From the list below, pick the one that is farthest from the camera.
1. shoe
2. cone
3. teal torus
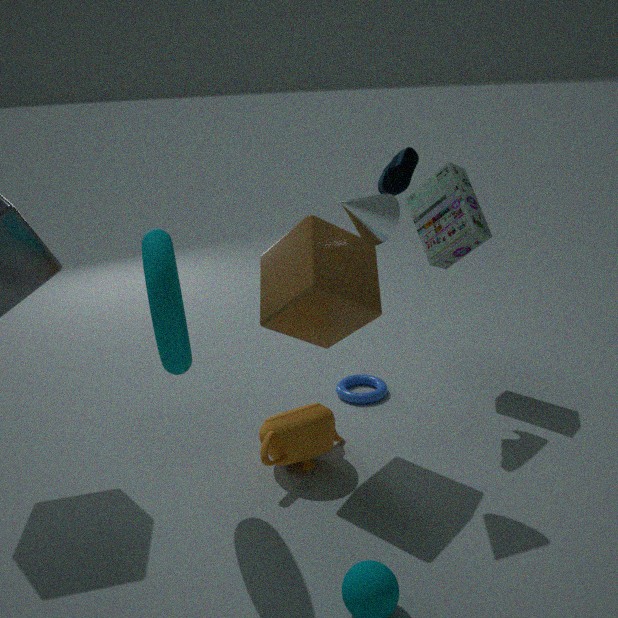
shoe
